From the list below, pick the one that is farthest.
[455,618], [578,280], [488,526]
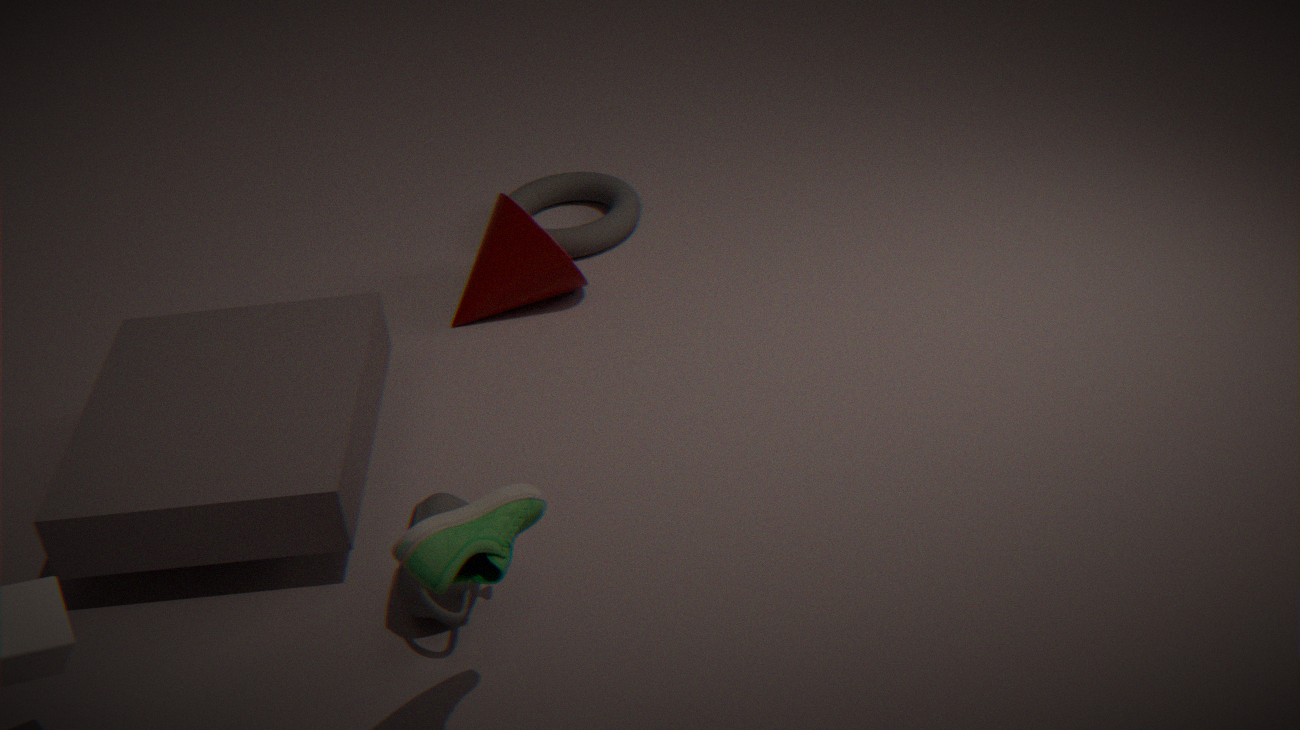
[578,280]
